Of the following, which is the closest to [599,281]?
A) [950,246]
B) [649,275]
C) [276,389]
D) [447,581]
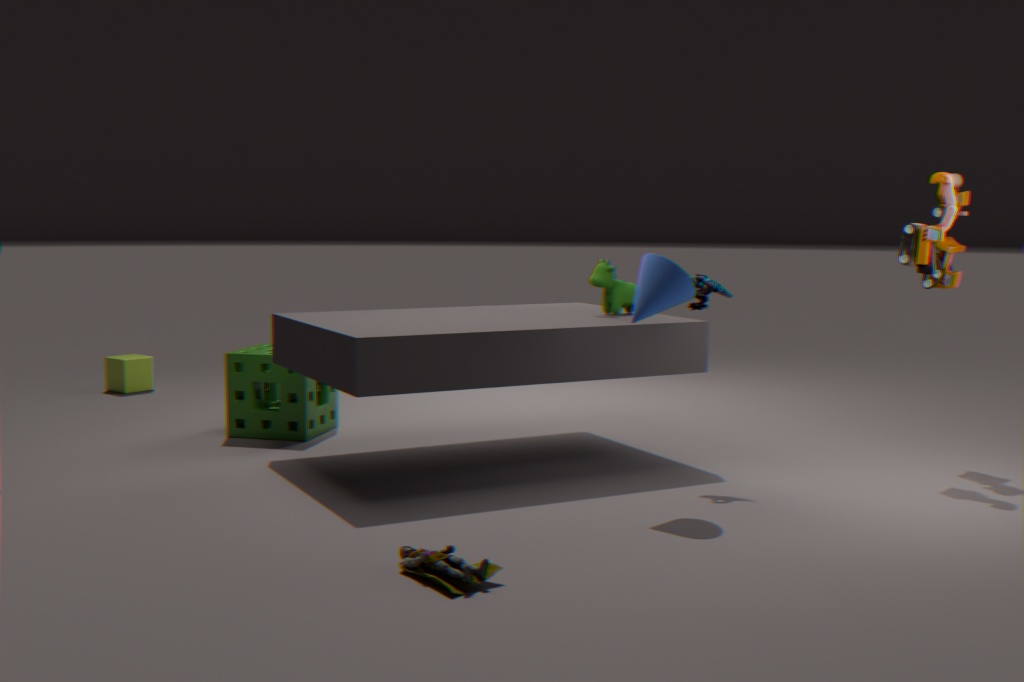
[649,275]
